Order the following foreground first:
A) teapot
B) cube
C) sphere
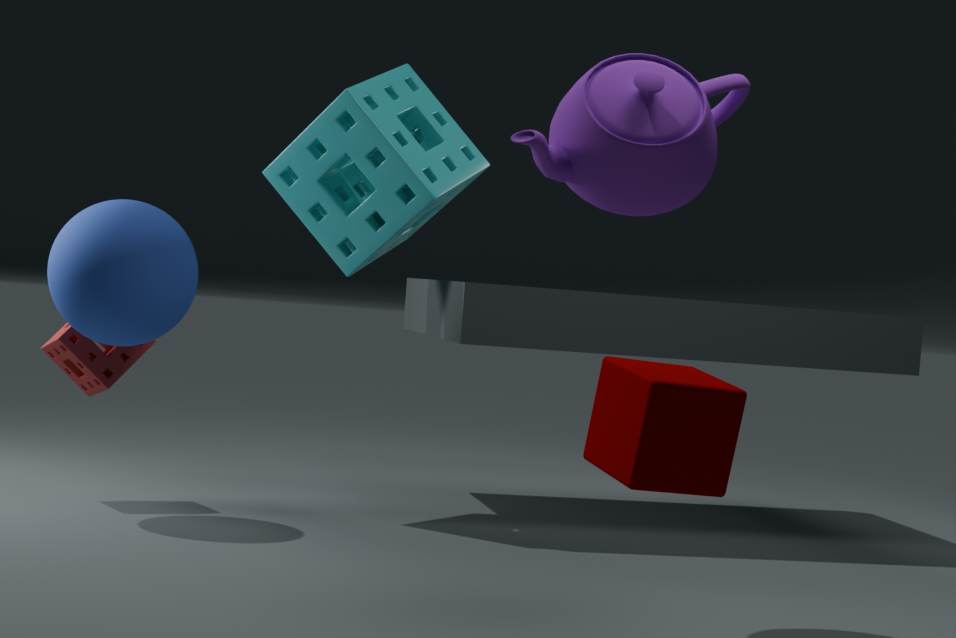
1. cube
2. teapot
3. sphere
